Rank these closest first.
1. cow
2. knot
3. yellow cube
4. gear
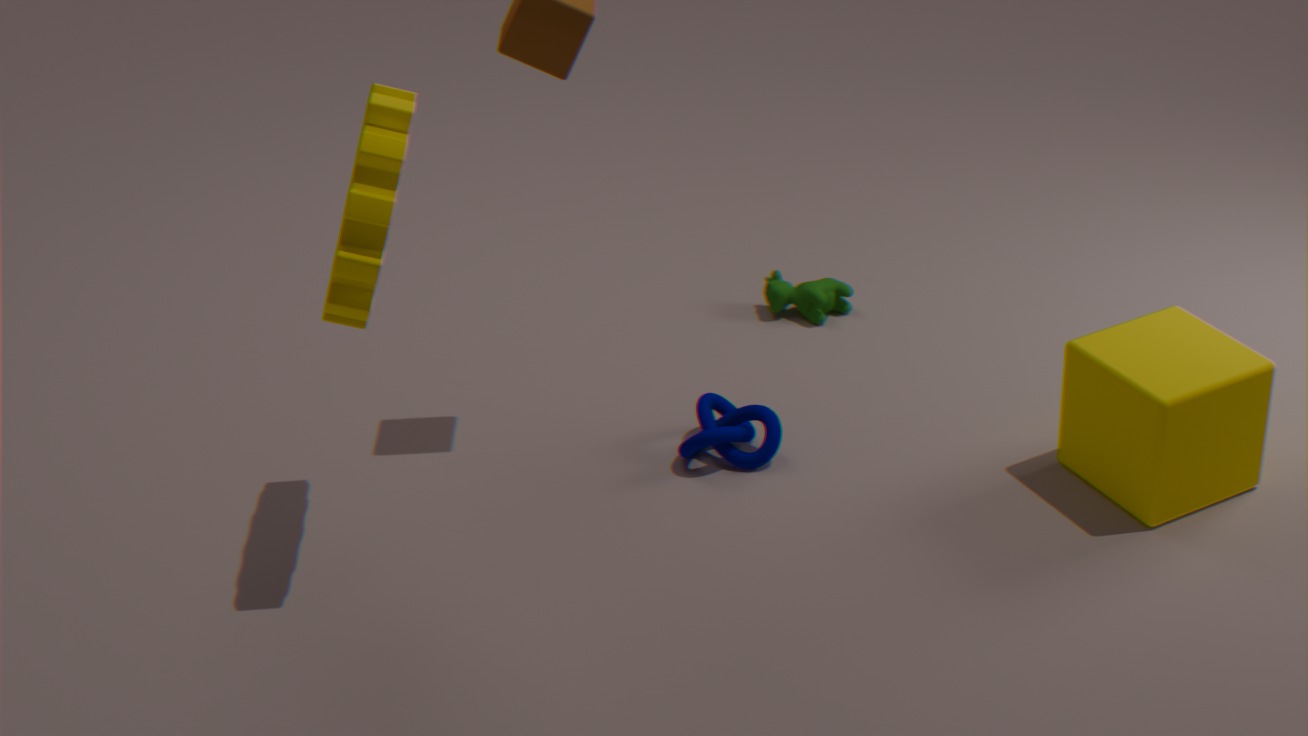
gear → yellow cube → knot → cow
